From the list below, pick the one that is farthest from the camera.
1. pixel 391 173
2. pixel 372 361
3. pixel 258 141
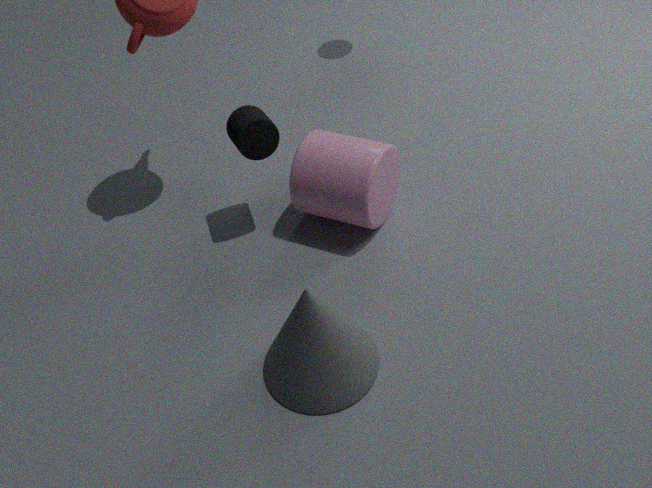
pixel 391 173
